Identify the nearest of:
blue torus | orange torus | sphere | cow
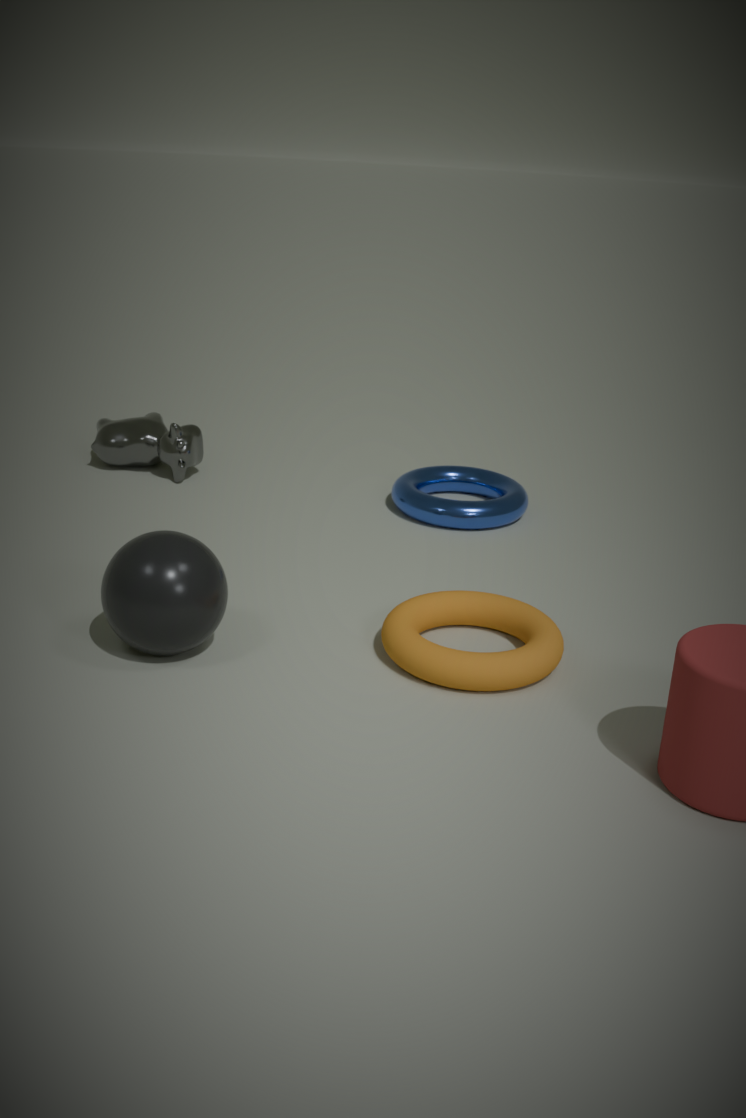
sphere
